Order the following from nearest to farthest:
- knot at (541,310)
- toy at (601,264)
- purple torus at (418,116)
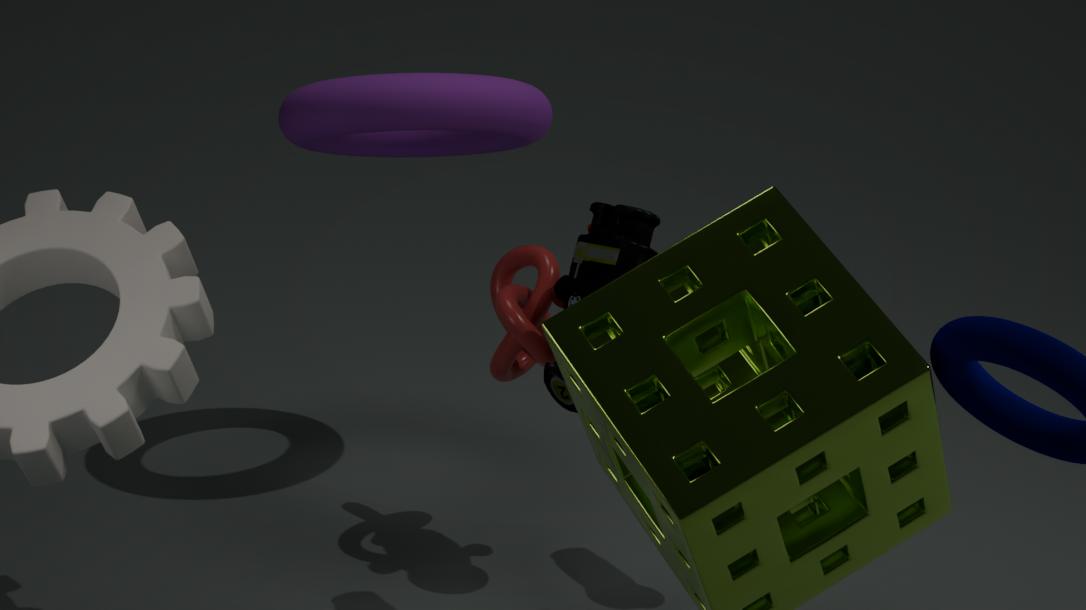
toy at (601,264)
knot at (541,310)
purple torus at (418,116)
